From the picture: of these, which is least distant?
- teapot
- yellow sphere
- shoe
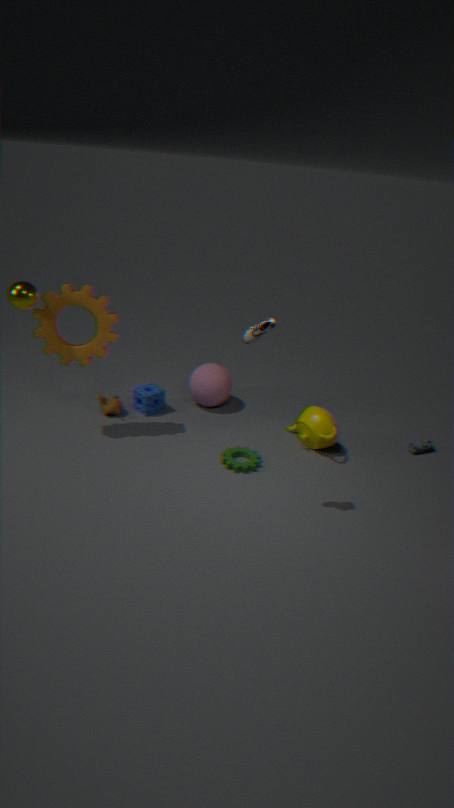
shoe
